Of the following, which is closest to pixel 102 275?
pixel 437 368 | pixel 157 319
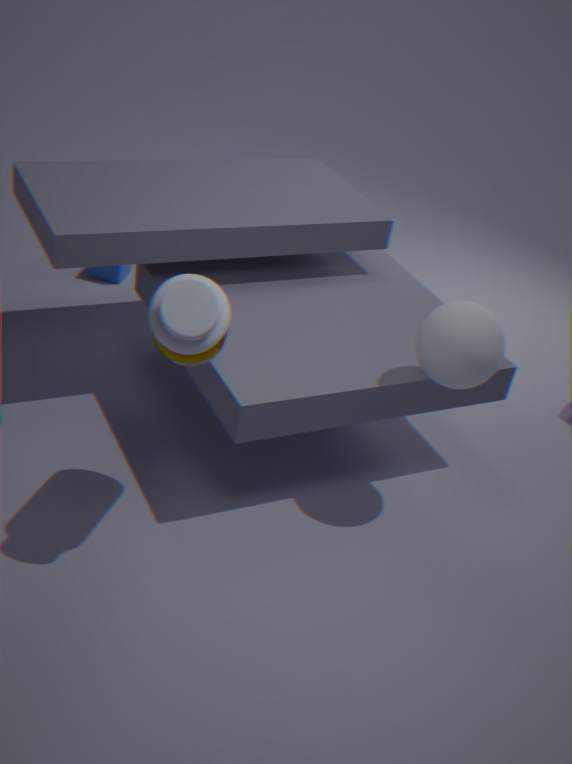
pixel 157 319
